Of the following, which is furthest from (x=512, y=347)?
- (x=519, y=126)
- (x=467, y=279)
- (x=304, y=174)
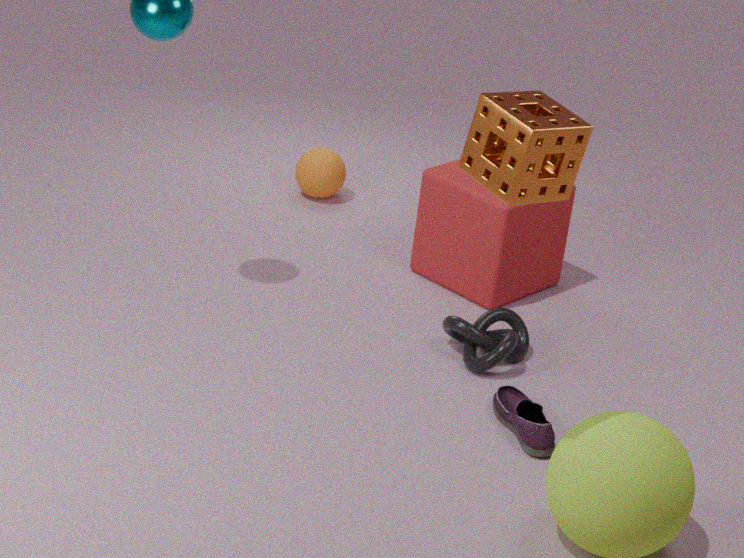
(x=519, y=126)
